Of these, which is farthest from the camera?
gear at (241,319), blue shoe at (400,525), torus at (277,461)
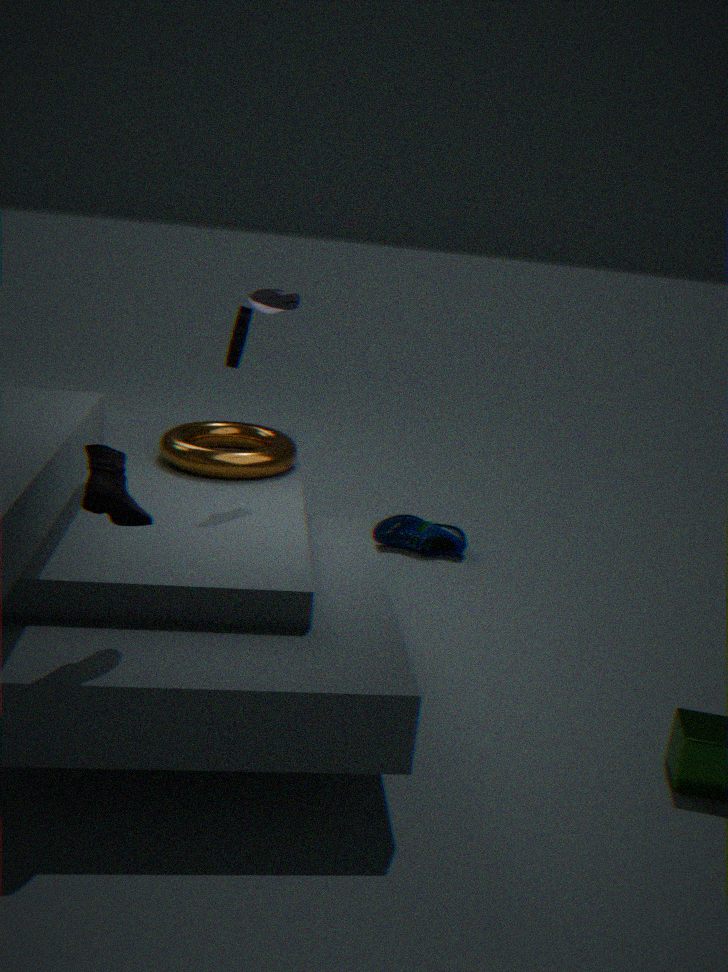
blue shoe at (400,525)
